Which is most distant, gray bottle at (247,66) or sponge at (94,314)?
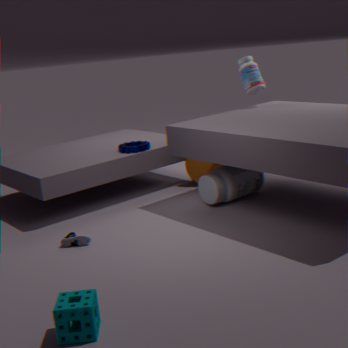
gray bottle at (247,66)
